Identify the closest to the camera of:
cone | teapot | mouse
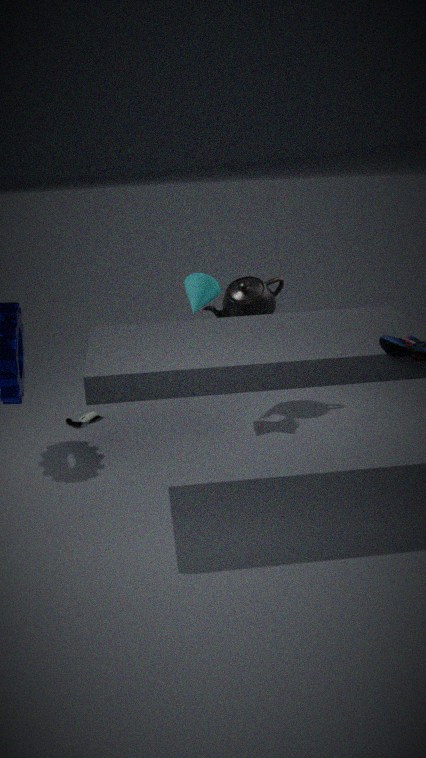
cone
